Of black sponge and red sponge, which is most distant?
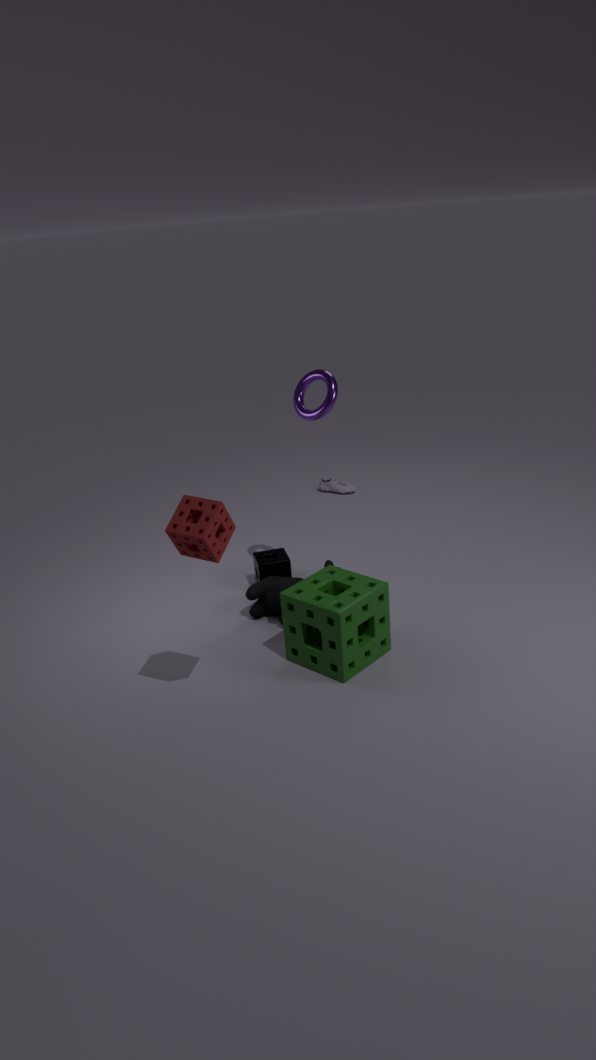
black sponge
